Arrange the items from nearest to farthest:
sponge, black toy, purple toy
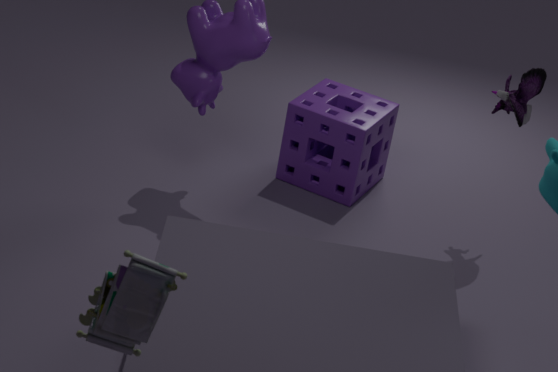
black toy, purple toy, sponge
